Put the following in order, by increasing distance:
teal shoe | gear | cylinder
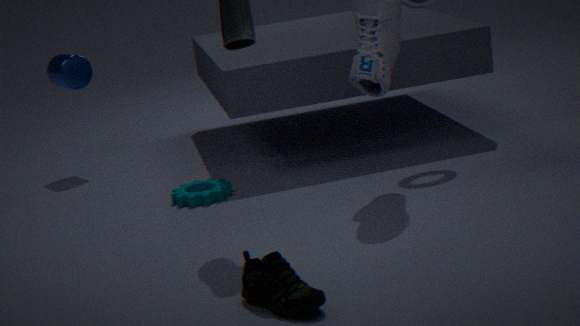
teal shoe, gear, cylinder
